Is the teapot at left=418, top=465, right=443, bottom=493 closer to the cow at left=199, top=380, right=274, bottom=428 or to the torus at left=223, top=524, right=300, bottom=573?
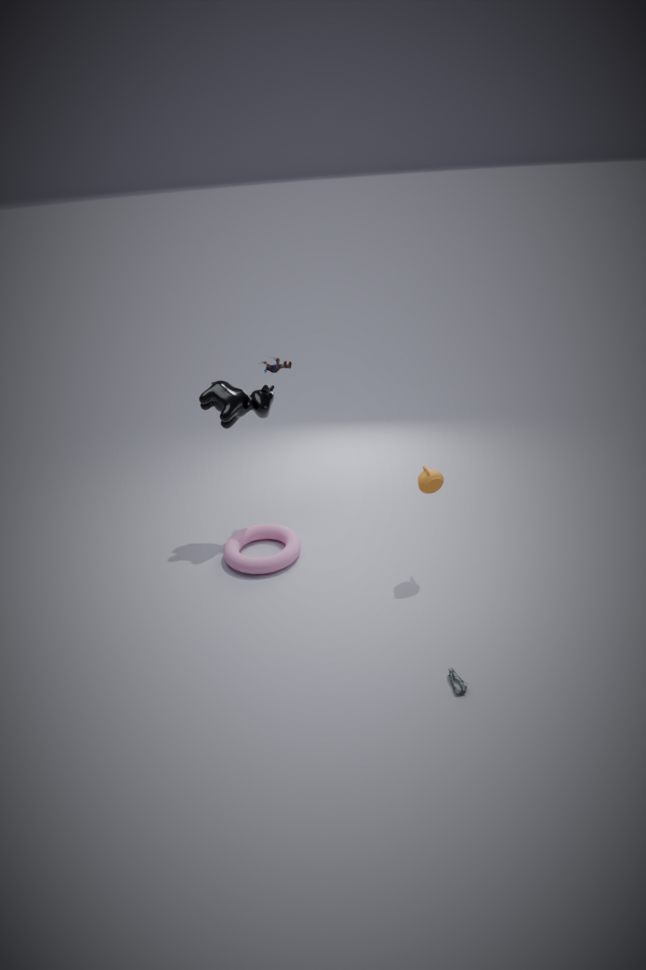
the torus at left=223, top=524, right=300, bottom=573
